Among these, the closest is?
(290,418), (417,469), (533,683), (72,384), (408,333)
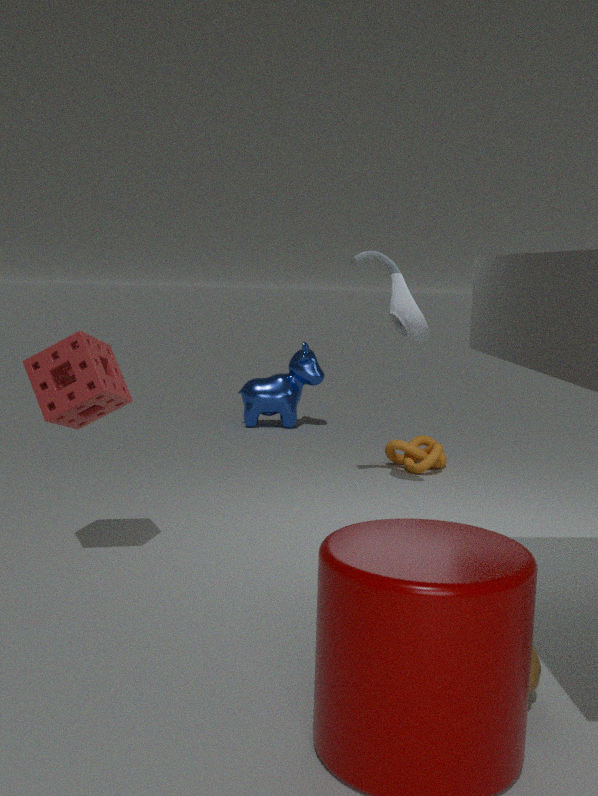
(533,683)
